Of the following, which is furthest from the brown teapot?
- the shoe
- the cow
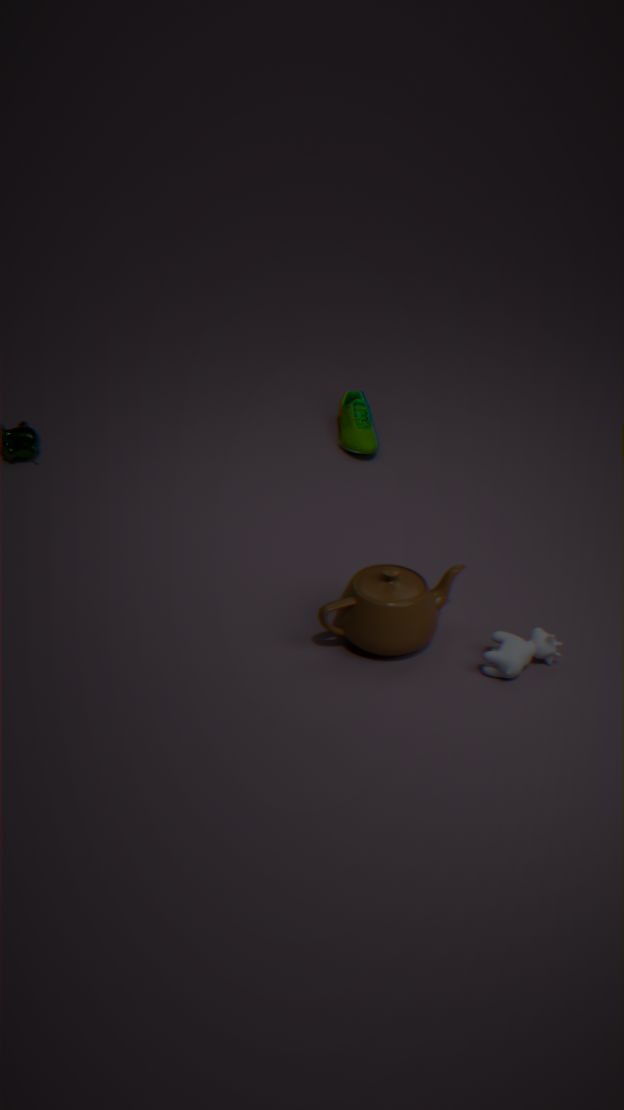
the shoe
